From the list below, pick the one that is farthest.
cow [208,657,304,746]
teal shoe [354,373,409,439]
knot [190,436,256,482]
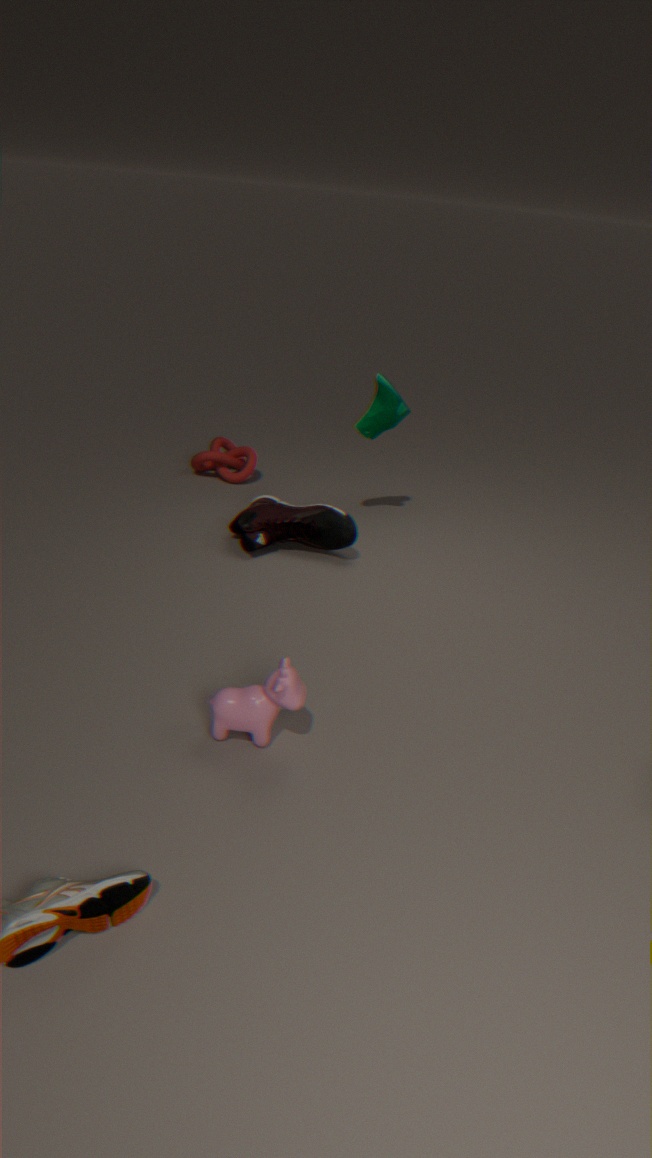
knot [190,436,256,482]
